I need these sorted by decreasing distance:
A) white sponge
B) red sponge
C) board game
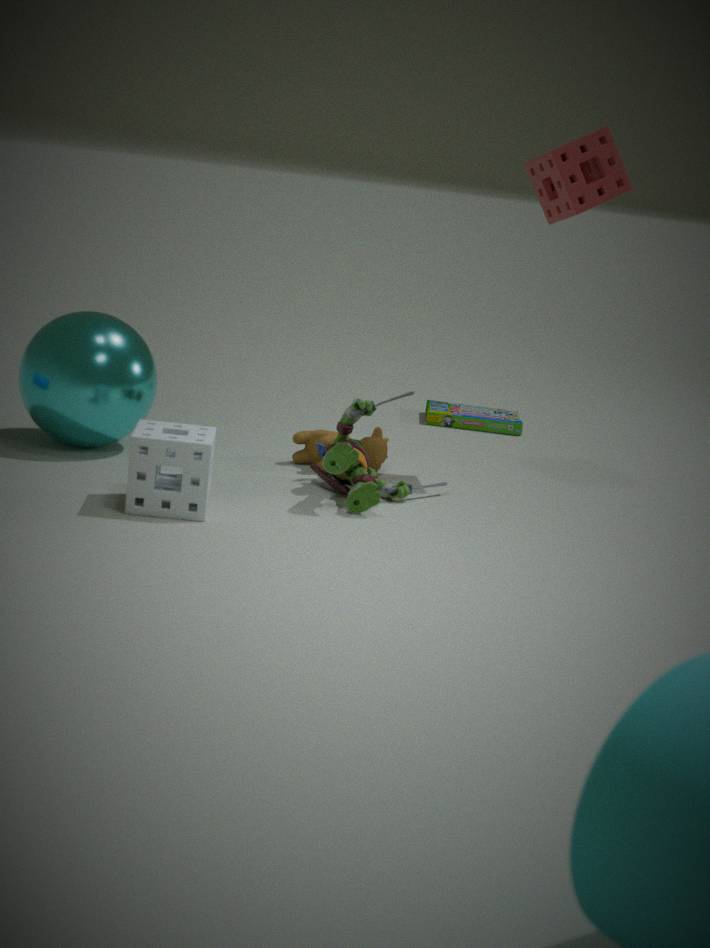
1. board game
2. red sponge
3. white sponge
